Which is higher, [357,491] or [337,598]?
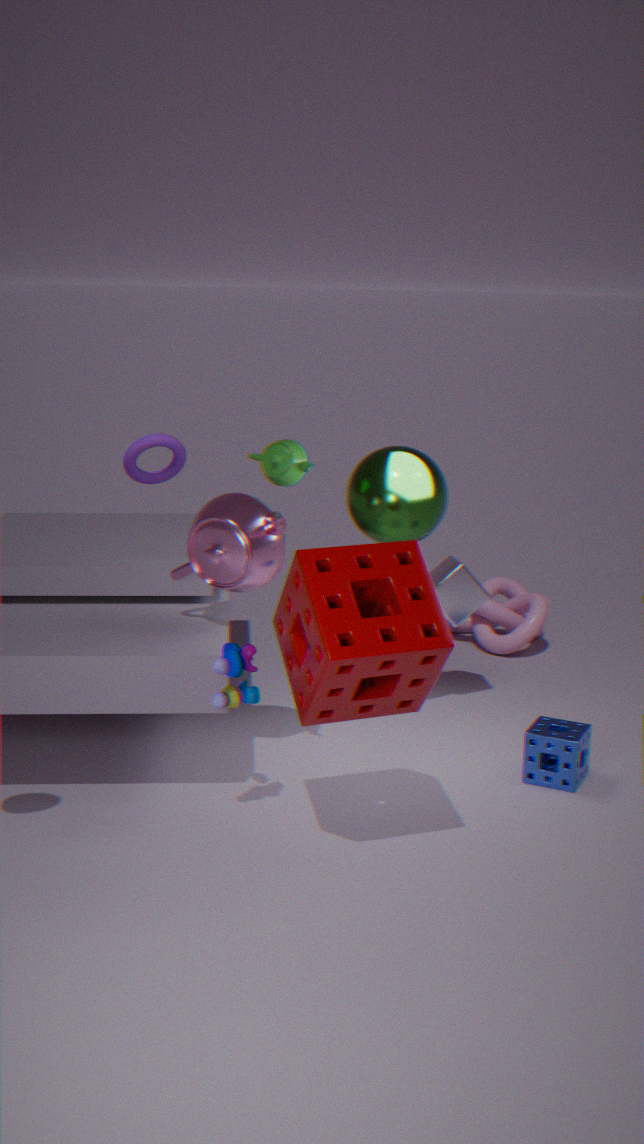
[357,491]
